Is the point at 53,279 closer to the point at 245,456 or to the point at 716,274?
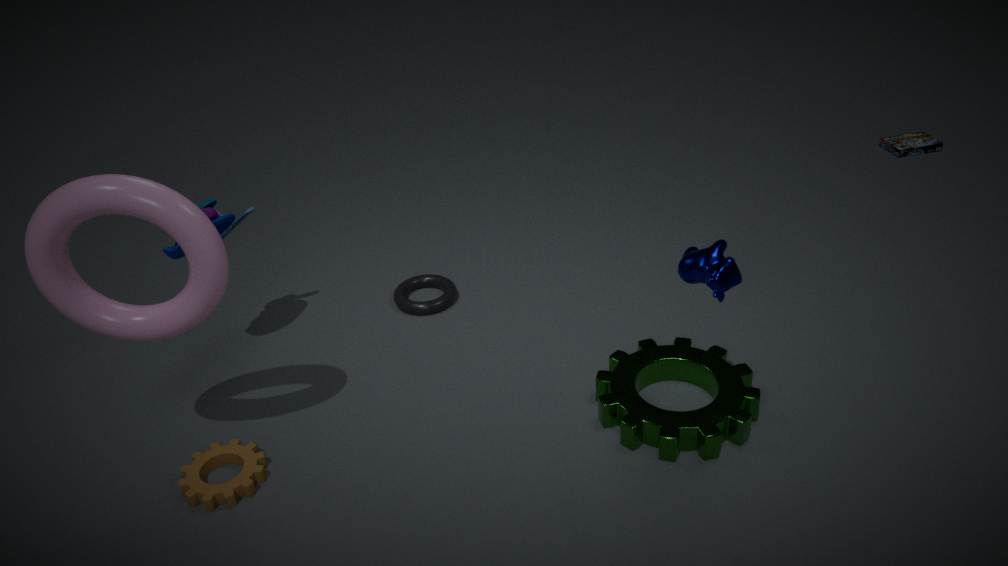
the point at 245,456
